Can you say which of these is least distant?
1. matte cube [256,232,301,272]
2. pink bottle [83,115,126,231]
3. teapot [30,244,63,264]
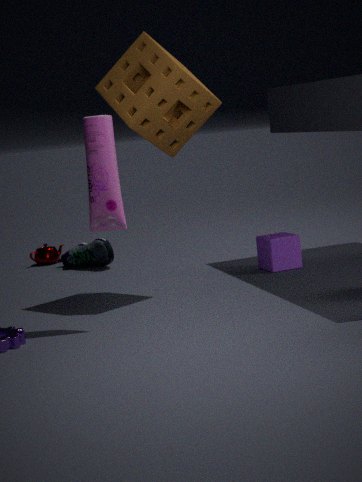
pink bottle [83,115,126,231]
